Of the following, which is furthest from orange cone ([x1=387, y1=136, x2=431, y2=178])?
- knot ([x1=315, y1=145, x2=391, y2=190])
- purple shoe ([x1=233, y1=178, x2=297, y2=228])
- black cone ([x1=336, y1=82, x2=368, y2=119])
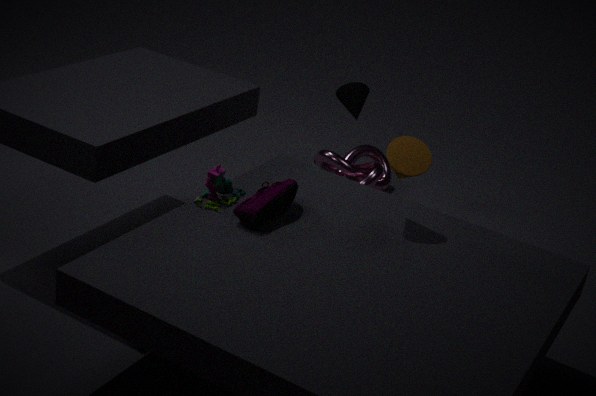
black cone ([x1=336, y1=82, x2=368, y2=119])
